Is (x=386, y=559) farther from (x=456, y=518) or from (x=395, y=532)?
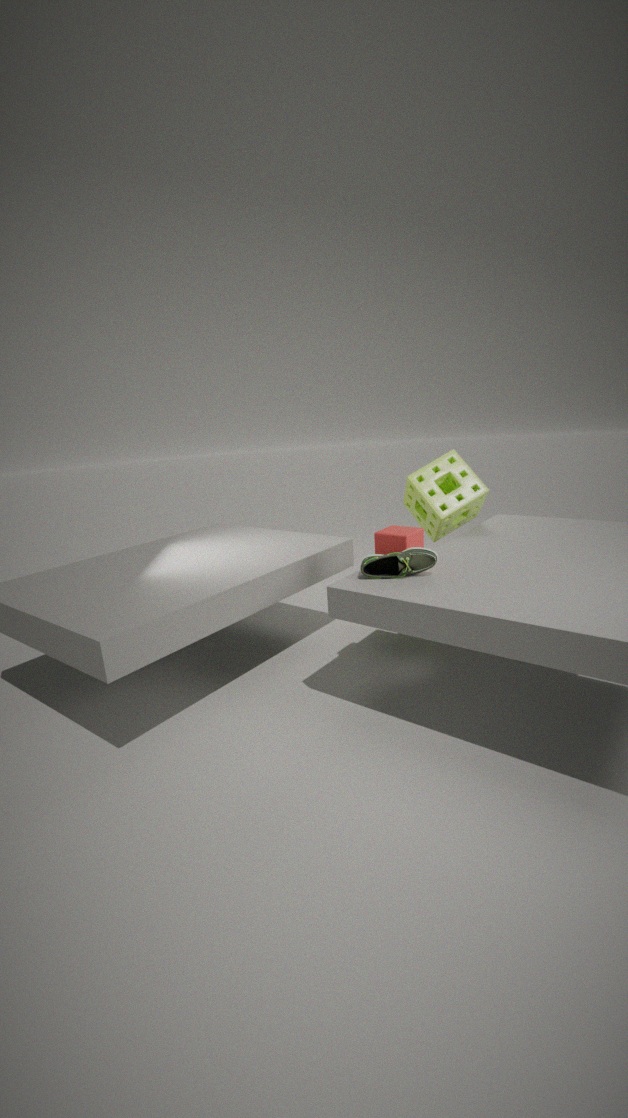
(x=456, y=518)
